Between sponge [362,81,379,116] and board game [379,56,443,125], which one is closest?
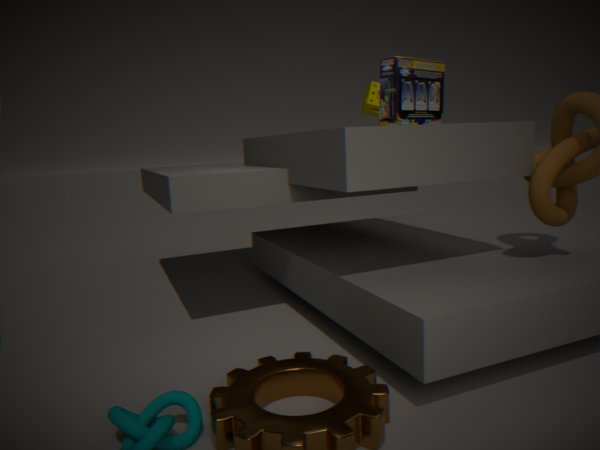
board game [379,56,443,125]
